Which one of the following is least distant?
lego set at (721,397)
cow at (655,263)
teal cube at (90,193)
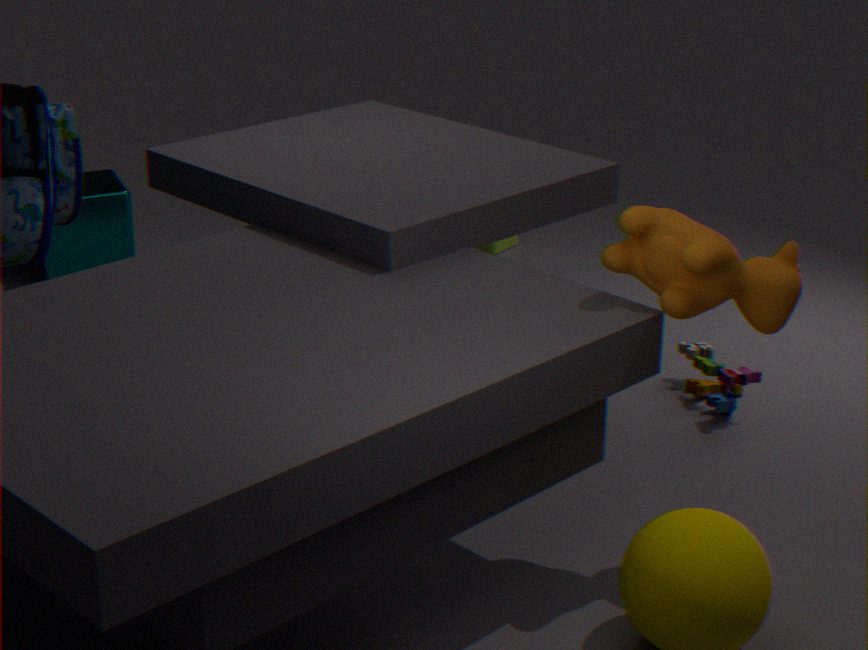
cow at (655,263)
